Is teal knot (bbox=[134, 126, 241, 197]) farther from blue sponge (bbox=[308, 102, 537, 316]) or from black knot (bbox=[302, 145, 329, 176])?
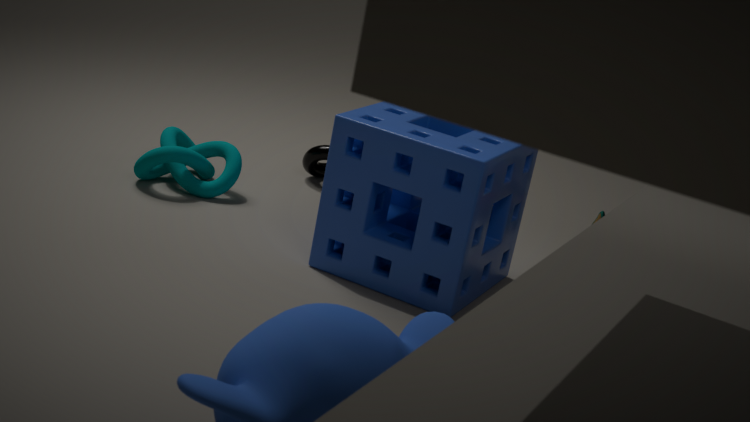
blue sponge (bbox=[308, 102, 537, 316])
